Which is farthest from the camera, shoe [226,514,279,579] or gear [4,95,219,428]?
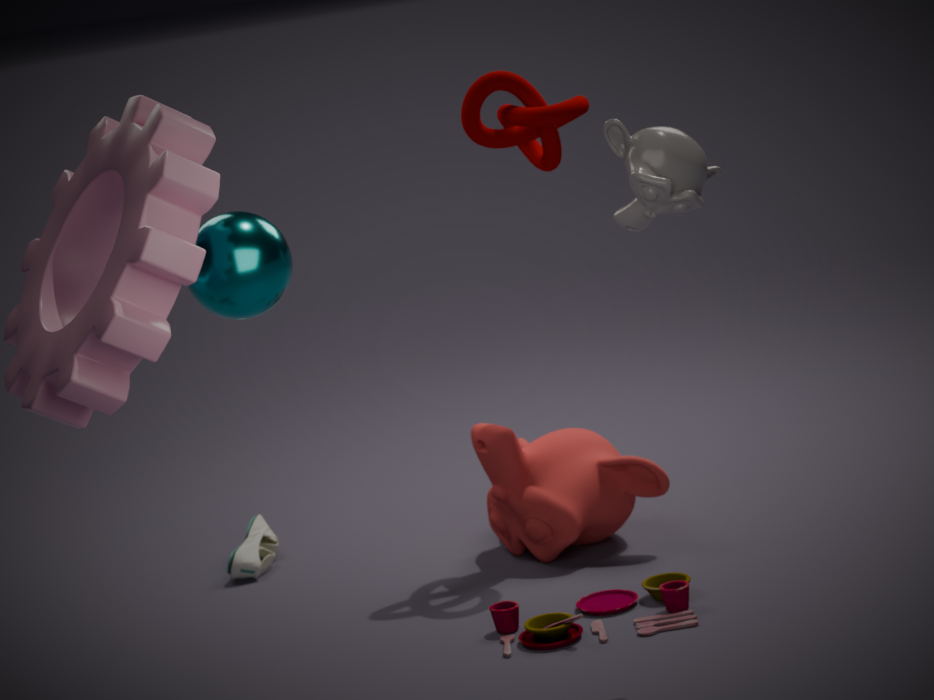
shoe [226,514,279,579]
